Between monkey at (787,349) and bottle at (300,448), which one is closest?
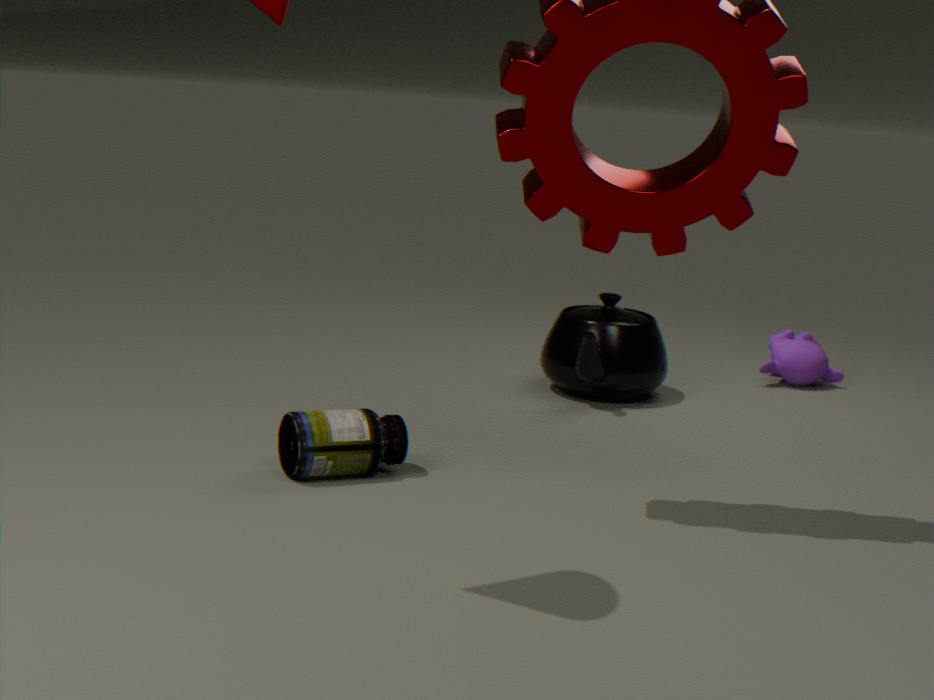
bottle at (300,448)
